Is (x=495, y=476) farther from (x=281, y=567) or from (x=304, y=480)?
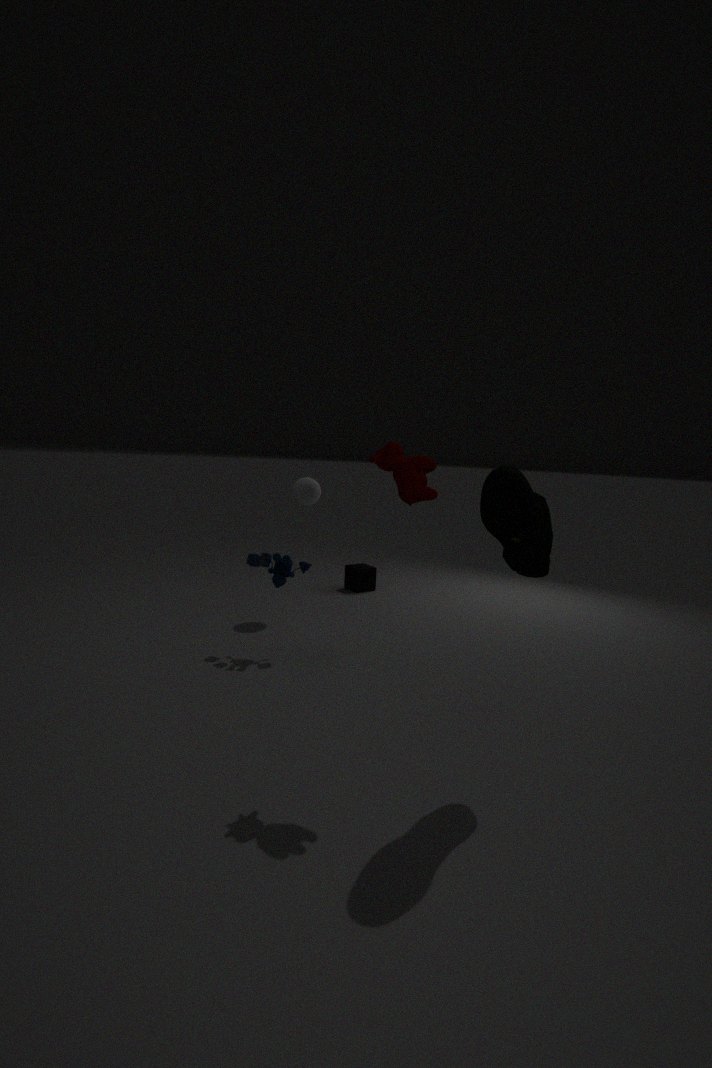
(x=304, y=480)
